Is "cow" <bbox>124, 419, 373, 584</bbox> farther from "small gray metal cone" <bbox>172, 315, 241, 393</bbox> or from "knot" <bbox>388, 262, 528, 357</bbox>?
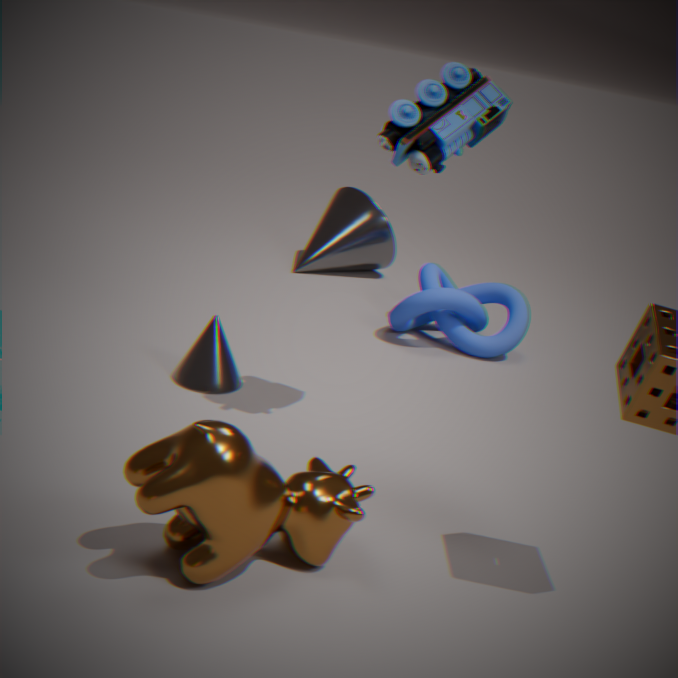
"knot" <bbox>388, 262, 528, 357</bbox>
